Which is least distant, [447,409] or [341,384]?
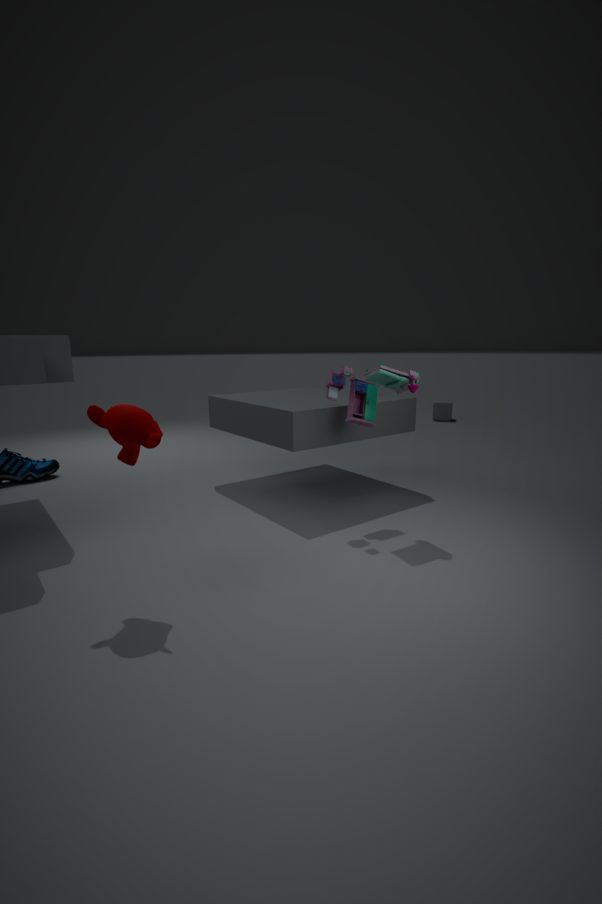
[341,384]
